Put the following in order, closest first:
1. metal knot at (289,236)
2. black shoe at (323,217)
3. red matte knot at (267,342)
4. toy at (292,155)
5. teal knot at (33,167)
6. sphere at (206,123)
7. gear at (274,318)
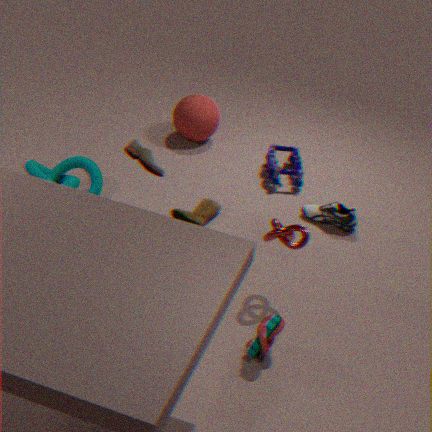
1. red matte knot at (267,342)
2. gear at (274,318)
3. metal knot at (289,236)
4. teal knot at (33,167)
5. black shoe at (323,217)
6. toy at (292,155)
7. sphere at (206,123)
